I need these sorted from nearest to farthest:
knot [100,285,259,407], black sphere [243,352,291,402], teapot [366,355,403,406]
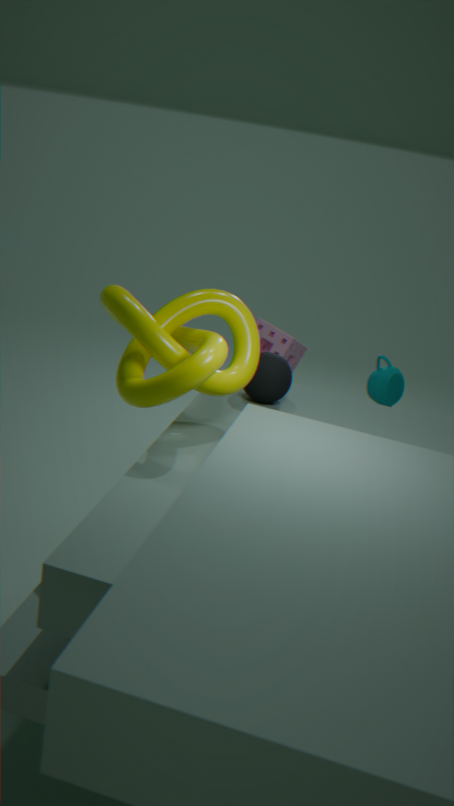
knot [100,285,259,407], black sphere [243,352,291,402], teapot [366,355,403,406]
